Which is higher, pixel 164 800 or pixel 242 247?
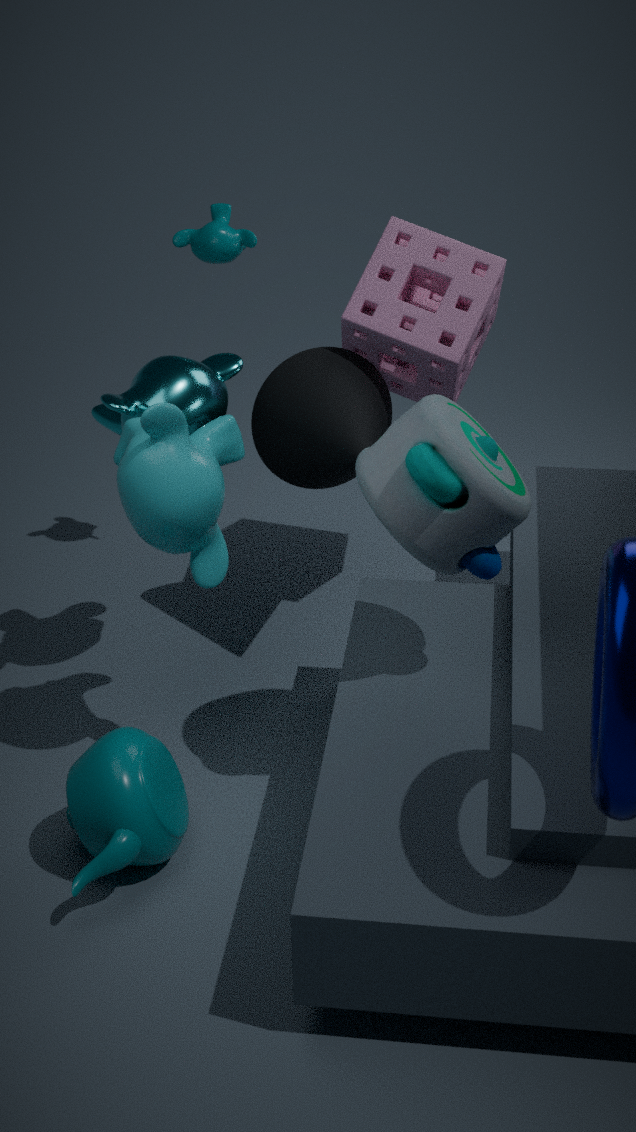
pixel 242 247
